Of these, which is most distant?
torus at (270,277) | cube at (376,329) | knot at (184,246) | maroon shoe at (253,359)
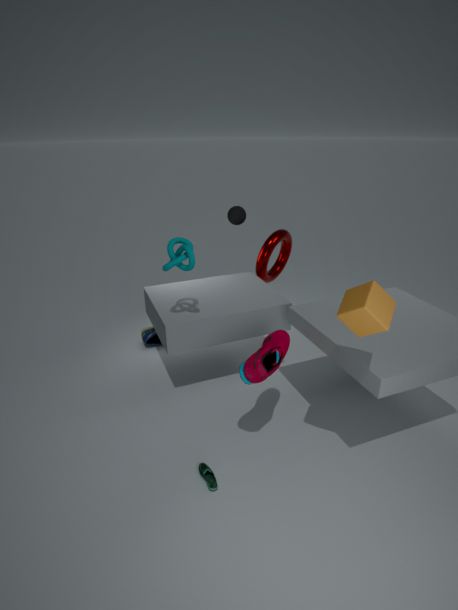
torus at (270,277)
